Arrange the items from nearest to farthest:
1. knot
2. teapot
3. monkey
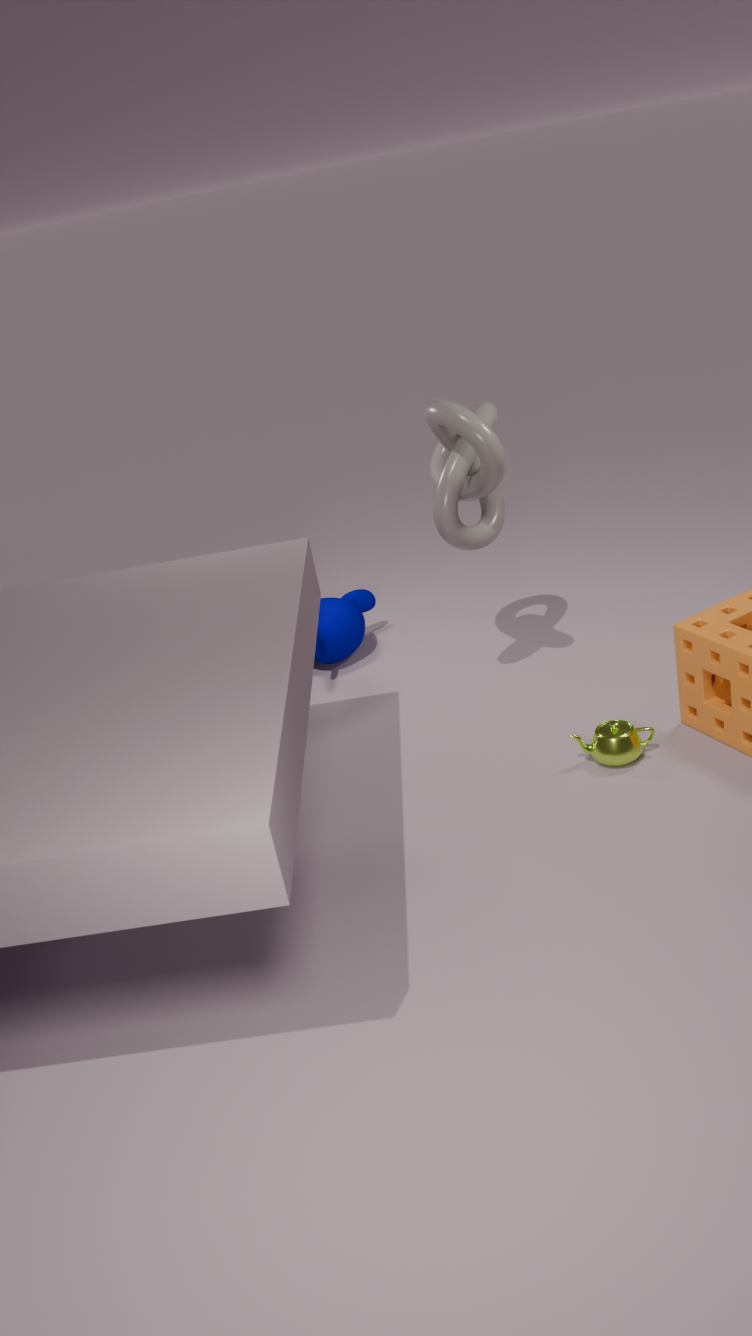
teapot
knot
monkey
